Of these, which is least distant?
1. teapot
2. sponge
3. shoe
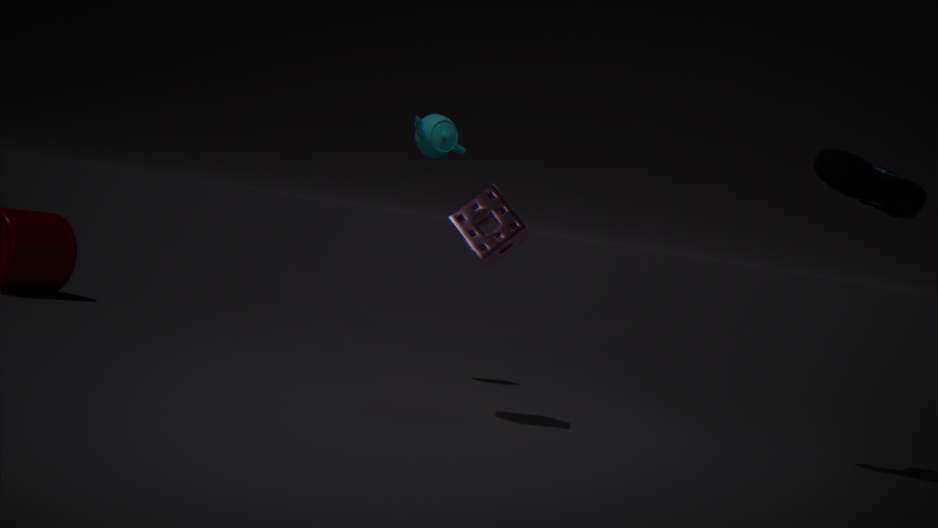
shoe
